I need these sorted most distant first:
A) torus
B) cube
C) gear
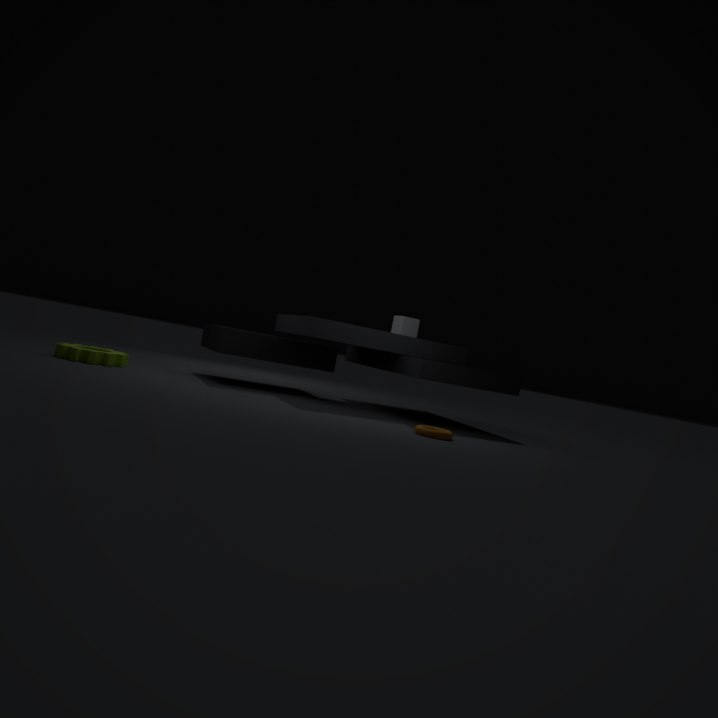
cube < gear < torus
